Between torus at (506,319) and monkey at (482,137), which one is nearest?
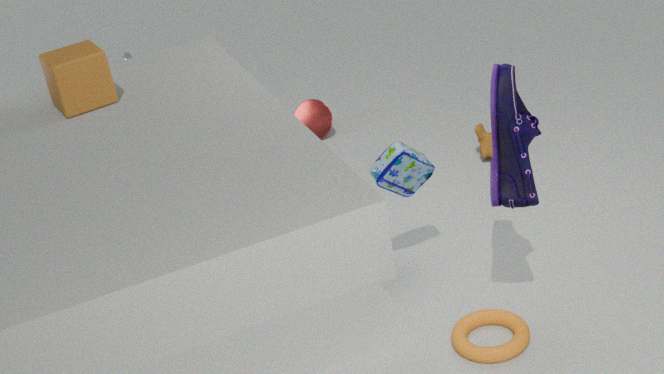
torus at (506,319)
